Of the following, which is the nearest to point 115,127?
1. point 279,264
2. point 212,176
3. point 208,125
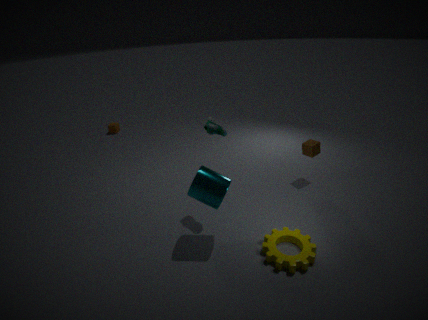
point 208,125
